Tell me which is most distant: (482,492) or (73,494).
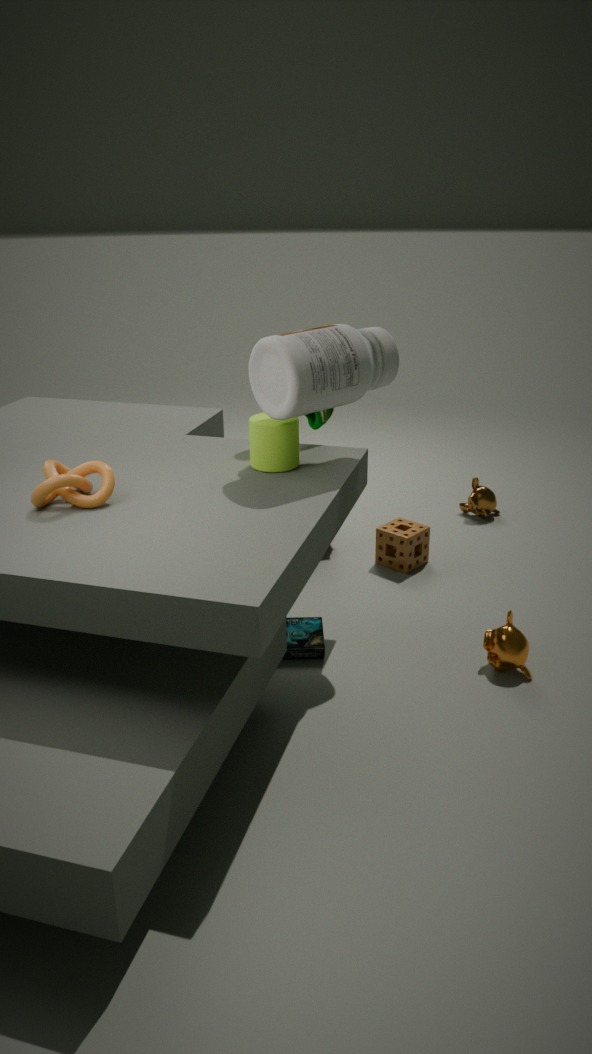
(482,492)
